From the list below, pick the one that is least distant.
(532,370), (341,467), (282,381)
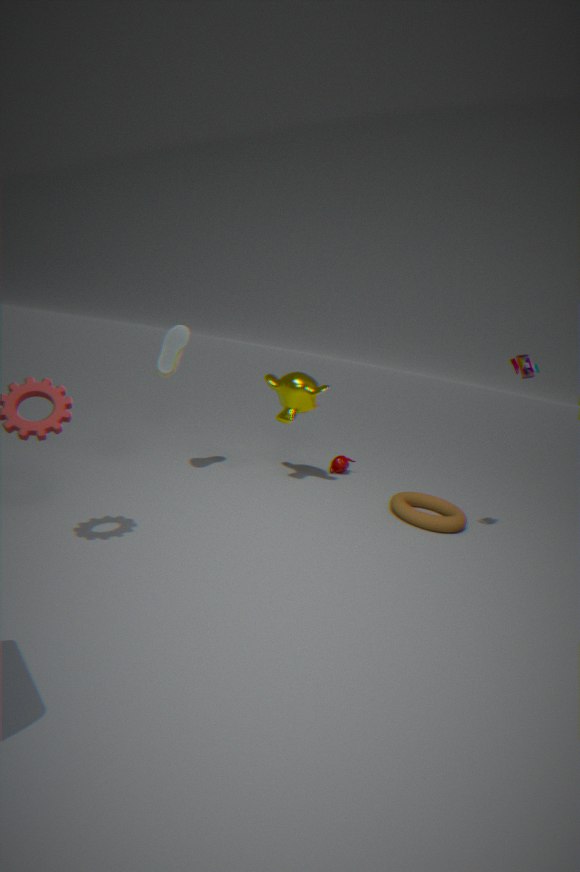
(532,370)
